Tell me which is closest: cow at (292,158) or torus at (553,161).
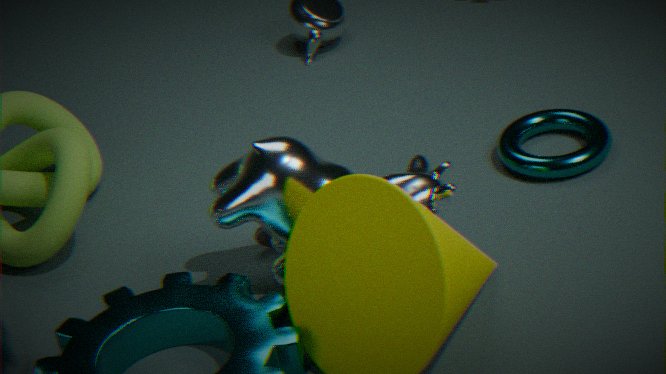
cow at (292,158)
